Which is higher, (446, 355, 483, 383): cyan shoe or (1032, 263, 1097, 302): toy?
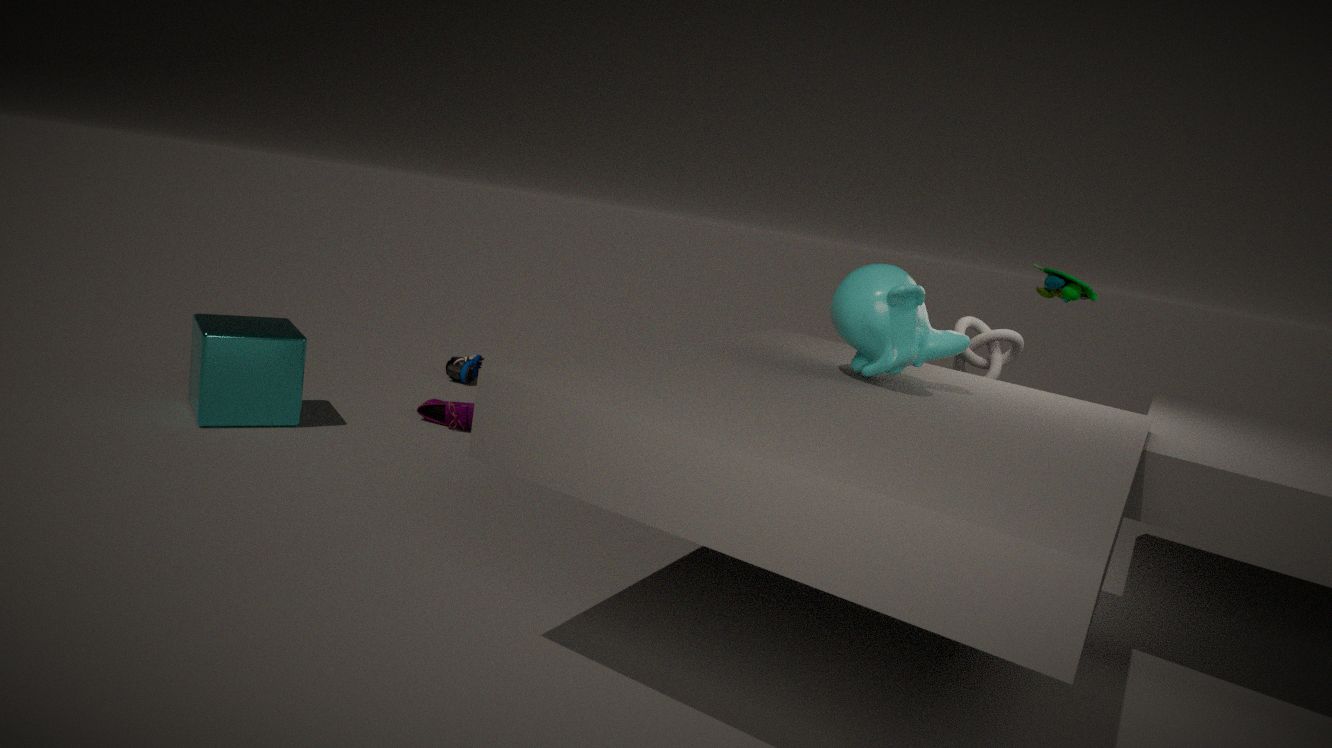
(1032, 263, 1097, 302): toy
